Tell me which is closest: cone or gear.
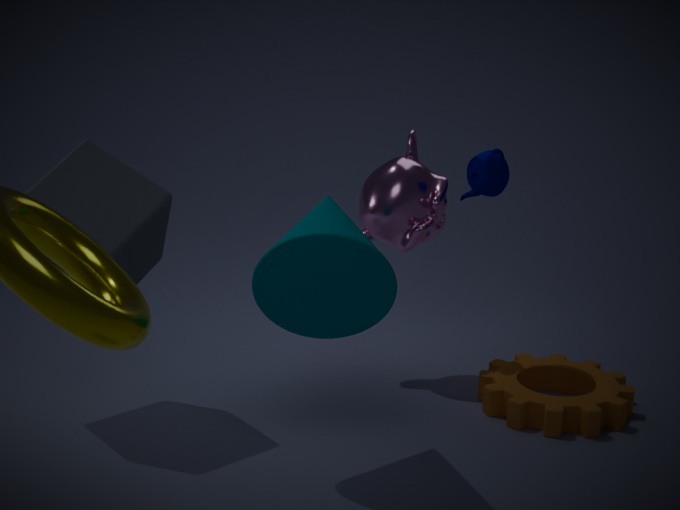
cone
